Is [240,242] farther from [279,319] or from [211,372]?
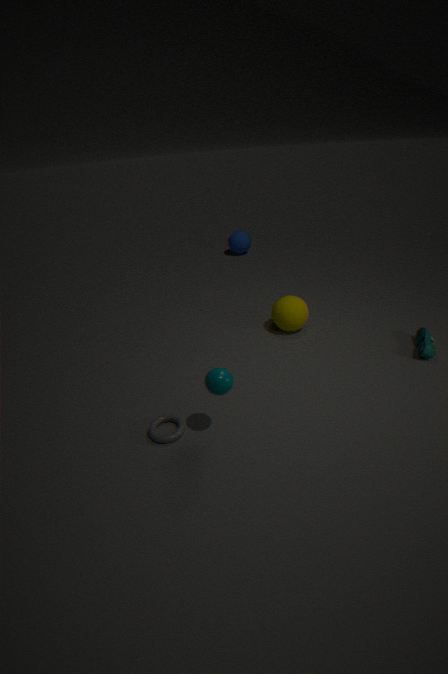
[211,372]
